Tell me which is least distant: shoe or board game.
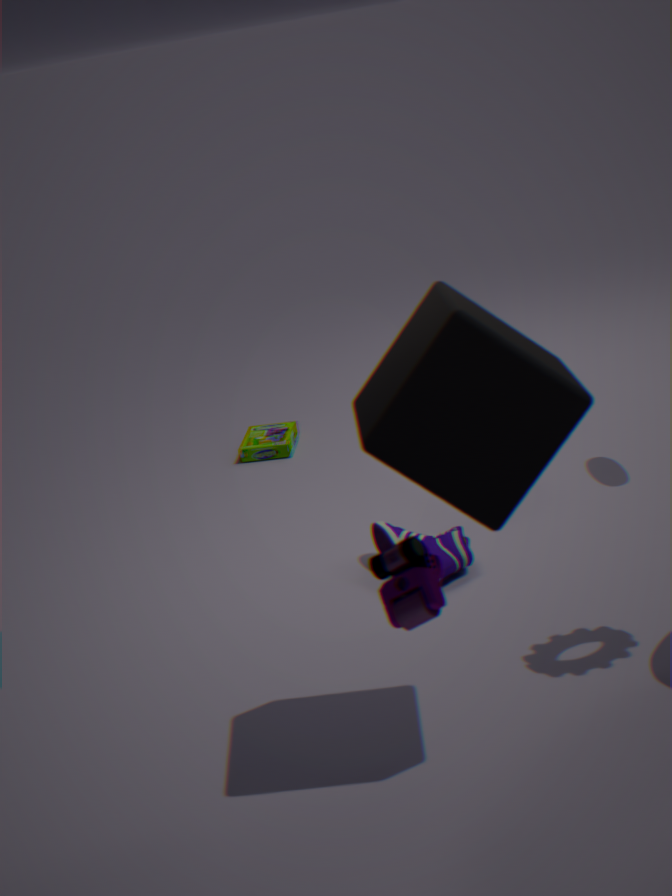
shoe
